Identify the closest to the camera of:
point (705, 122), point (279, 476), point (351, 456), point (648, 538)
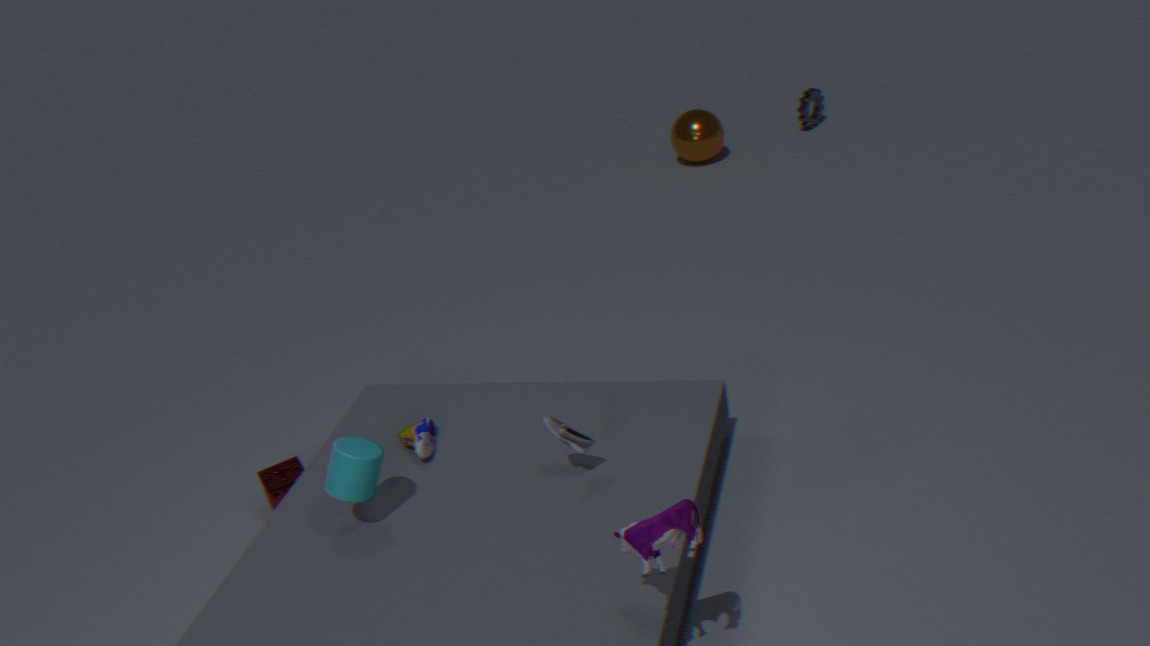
point (648, 538)
